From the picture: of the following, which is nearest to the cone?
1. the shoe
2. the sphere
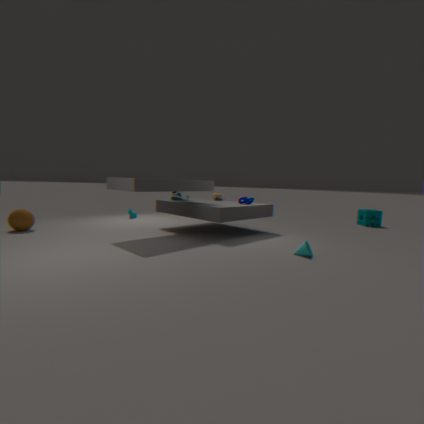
the shoe
